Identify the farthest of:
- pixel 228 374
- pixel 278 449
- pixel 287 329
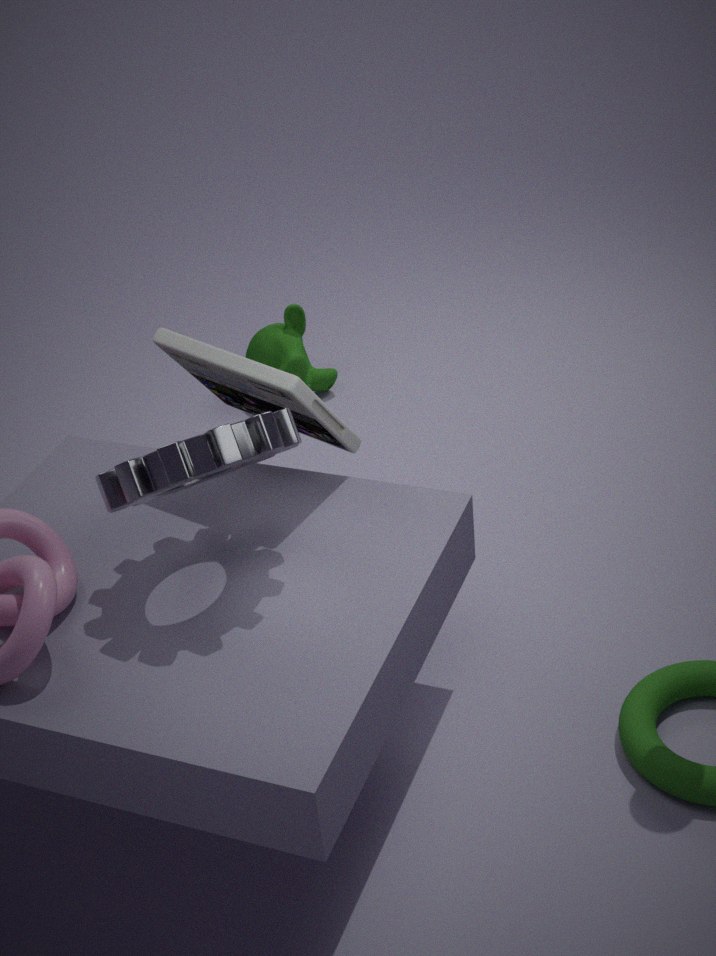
pixel 287 329
